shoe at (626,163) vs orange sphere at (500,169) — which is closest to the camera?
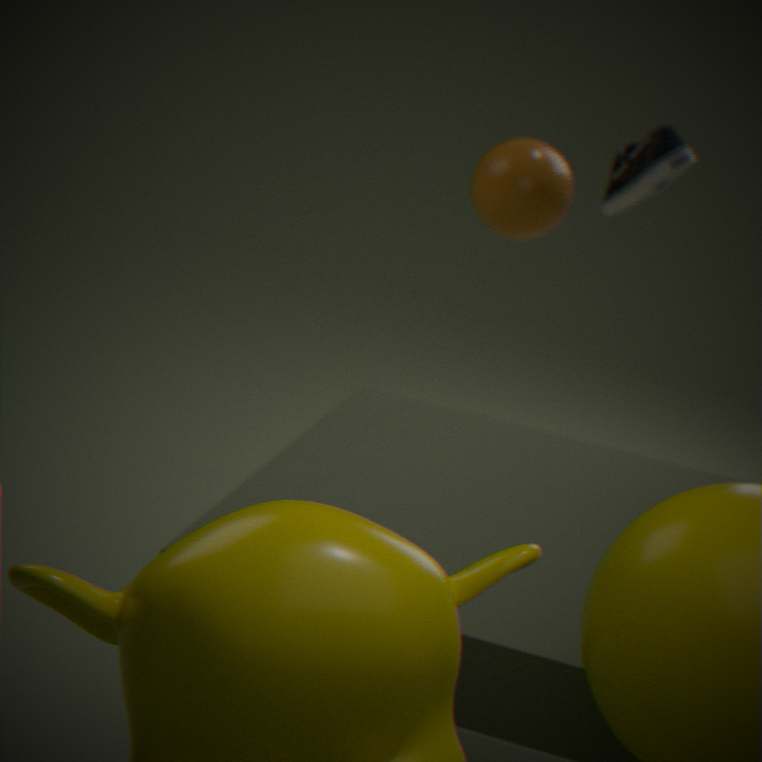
orange sphere at (500,169)
